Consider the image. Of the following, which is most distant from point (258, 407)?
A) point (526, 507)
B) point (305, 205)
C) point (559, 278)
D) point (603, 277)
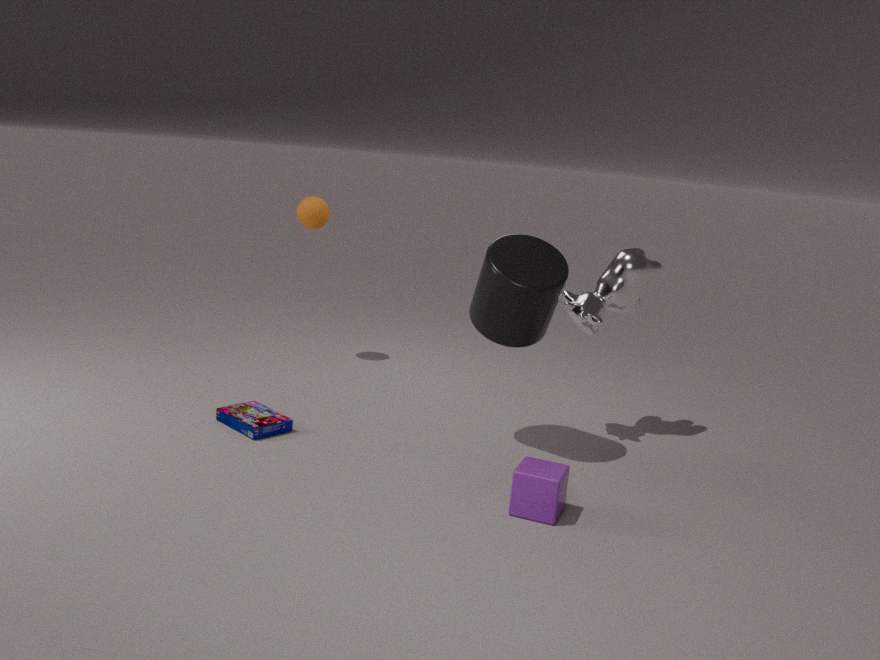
point (603, 277)
